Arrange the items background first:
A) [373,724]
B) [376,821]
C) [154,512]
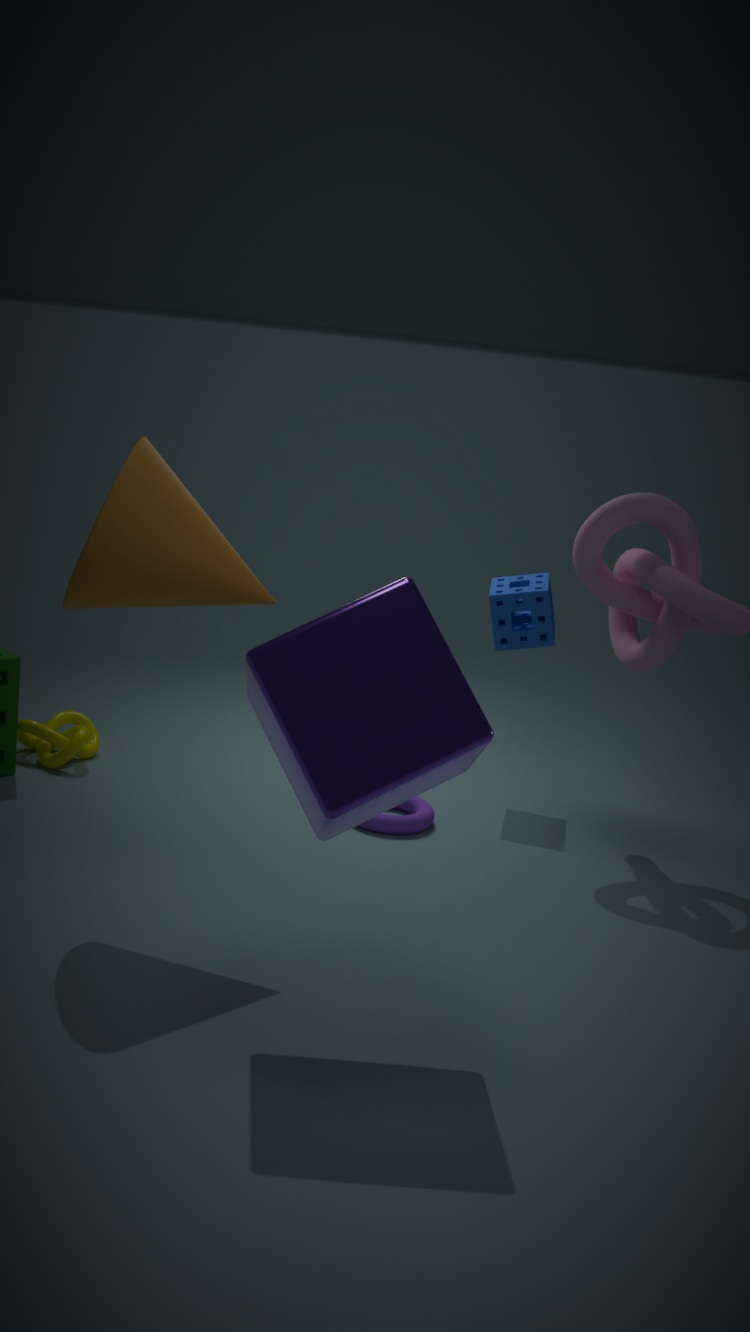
[376,821] < [154,512] < [373,724]
